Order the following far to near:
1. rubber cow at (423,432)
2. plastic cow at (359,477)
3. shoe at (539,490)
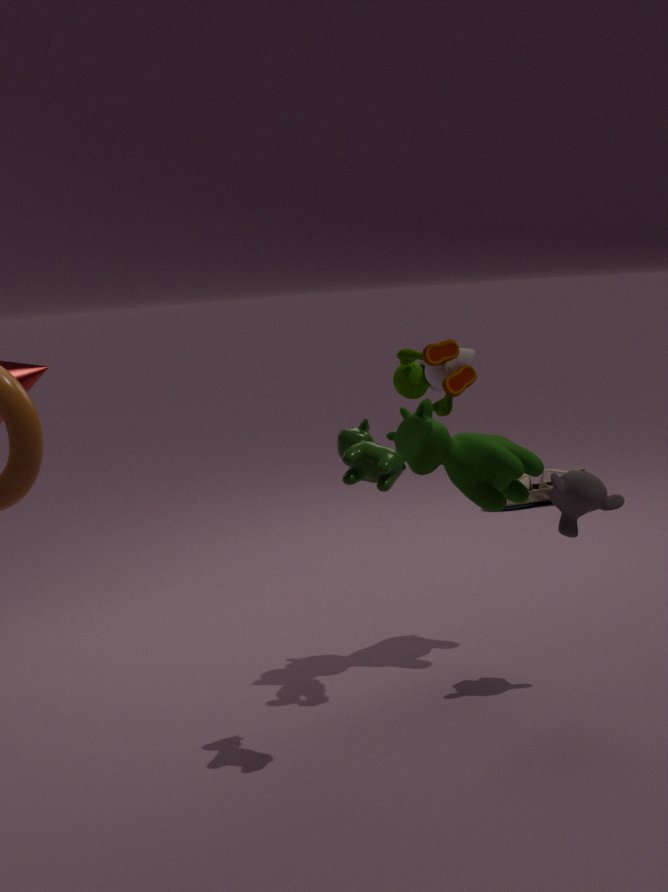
shoe at (539,490)
rubber cow at (423,432)
plastic cow at (359,477)
